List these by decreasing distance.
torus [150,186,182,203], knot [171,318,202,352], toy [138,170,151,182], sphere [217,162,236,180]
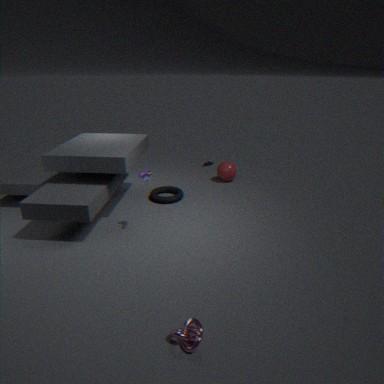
sphere [217,162,236,180], torus [150,186,182,203], toy [138,170,151,182], knot [171,318,202,352]
